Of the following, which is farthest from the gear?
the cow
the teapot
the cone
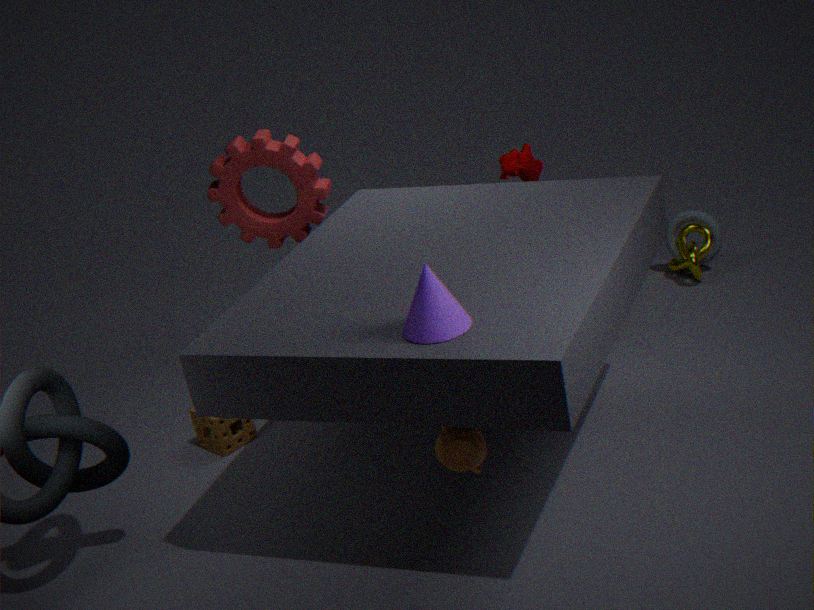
the teapot
